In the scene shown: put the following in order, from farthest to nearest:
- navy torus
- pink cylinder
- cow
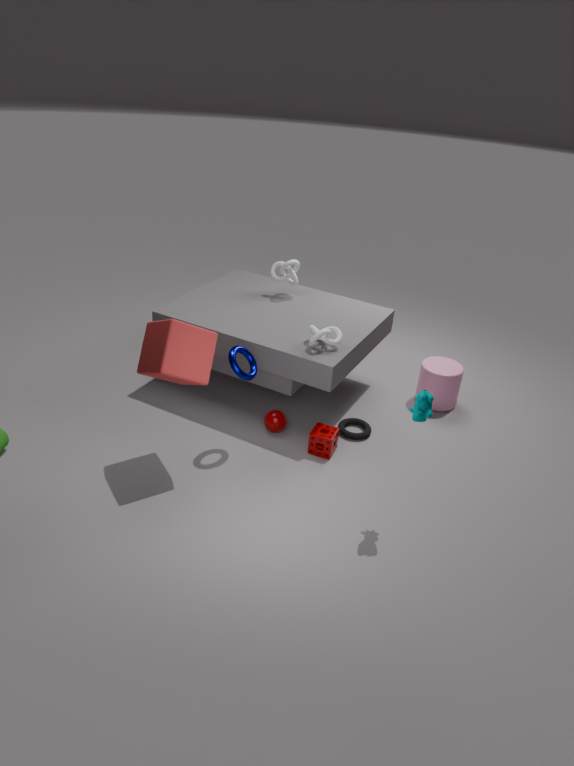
pink cylinder < navy torus < cow
